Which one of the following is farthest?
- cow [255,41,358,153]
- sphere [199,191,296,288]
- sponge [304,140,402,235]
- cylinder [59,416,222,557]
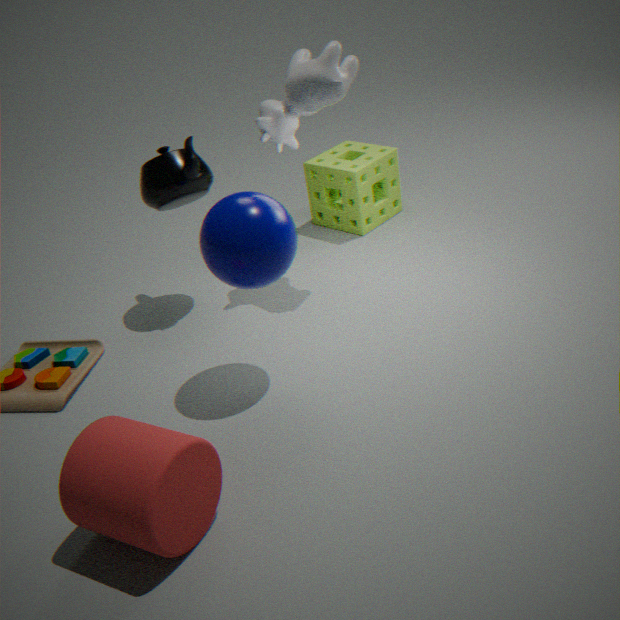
sponge [304,140,402,235]
